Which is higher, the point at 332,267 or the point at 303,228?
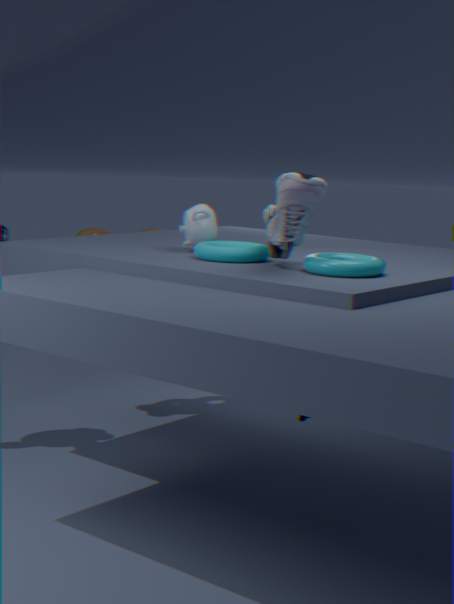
the point at 303,228
